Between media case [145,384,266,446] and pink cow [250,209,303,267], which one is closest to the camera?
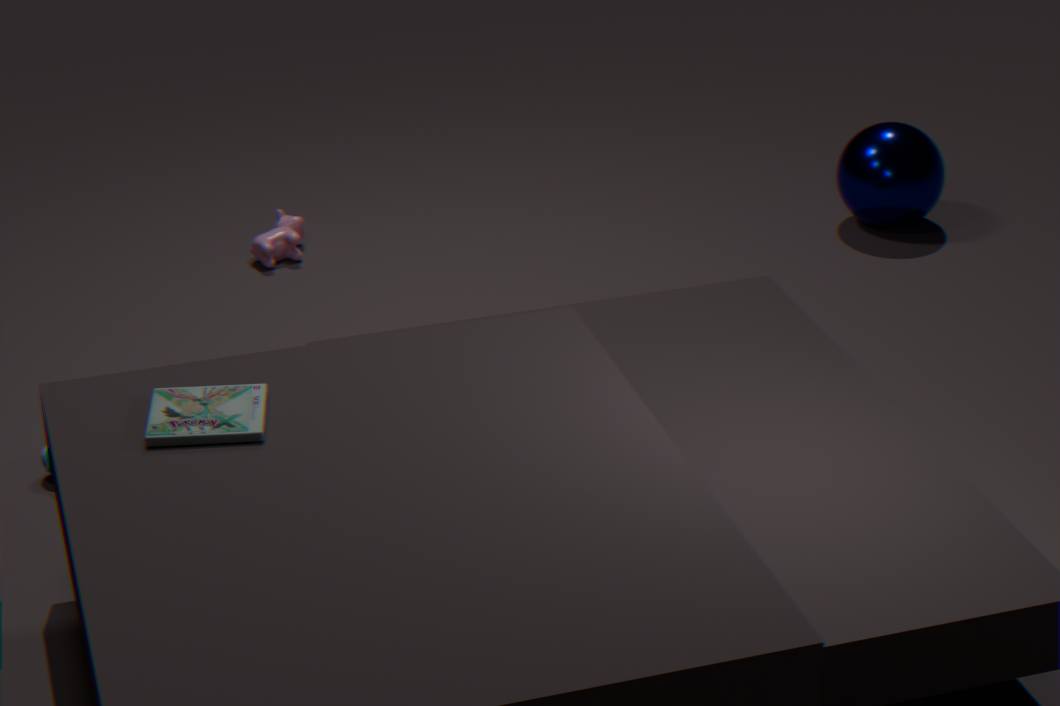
media case [145,384,266,446]
